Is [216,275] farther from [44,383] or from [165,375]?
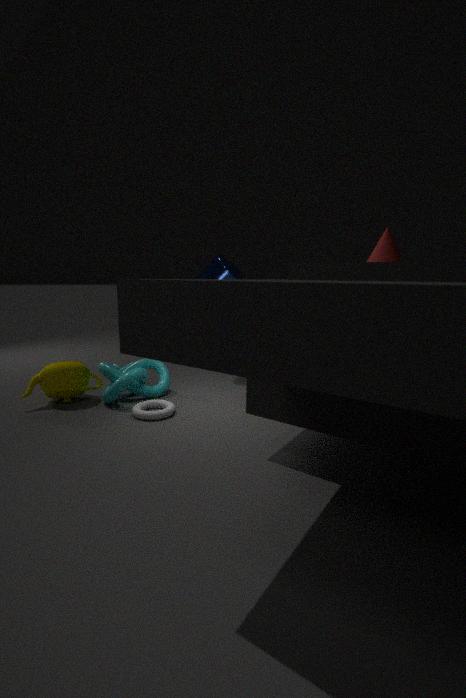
[44,383]
